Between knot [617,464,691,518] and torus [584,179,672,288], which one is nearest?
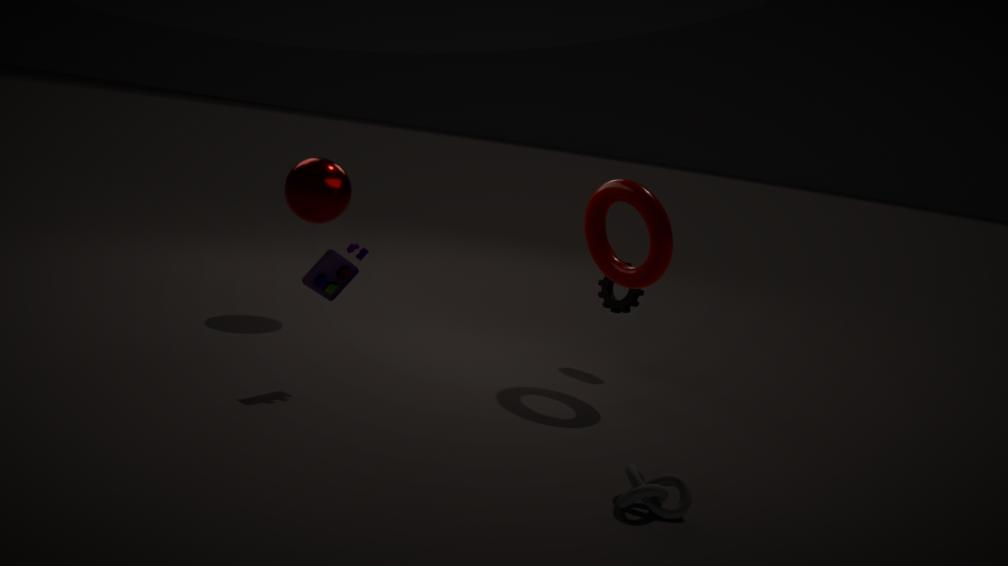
knot [617,464,691,518]
